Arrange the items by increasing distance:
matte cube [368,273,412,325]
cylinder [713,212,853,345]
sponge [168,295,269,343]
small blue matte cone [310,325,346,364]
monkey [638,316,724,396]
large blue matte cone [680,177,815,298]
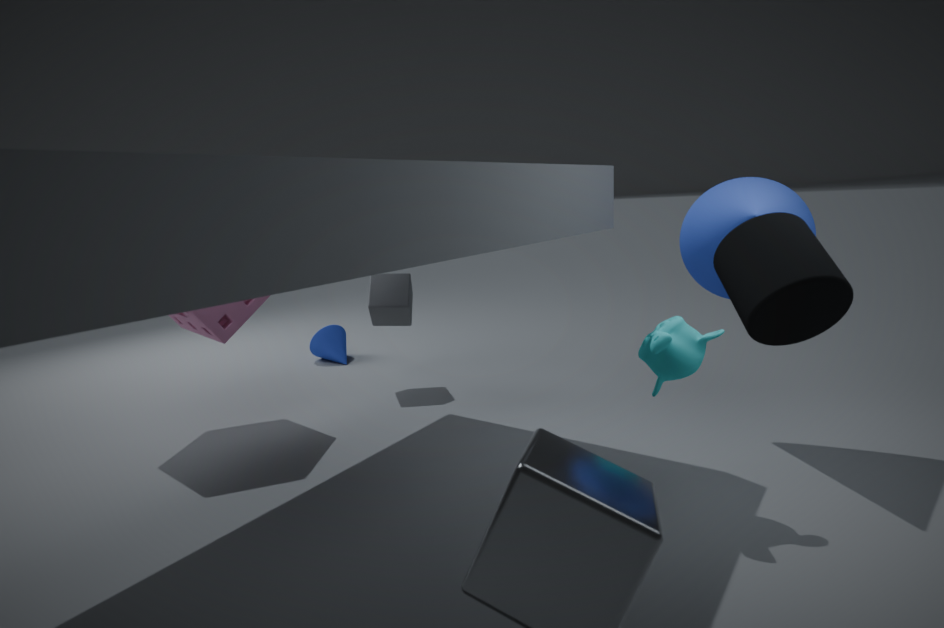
cylinder [713,212,853,345], monkey [638,316,724,396], large blue matte cone [680,177,815,298], sponge [168,295,269,343], matte cube [368,273,412,325], small blue matte cone [310,325,346,364]
